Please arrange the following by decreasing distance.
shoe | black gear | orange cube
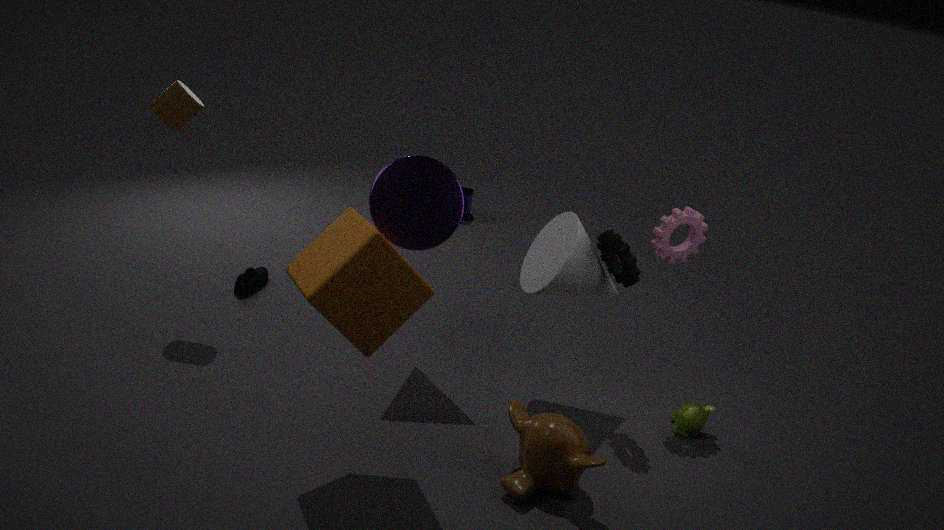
shoe, black gear, orange cube
